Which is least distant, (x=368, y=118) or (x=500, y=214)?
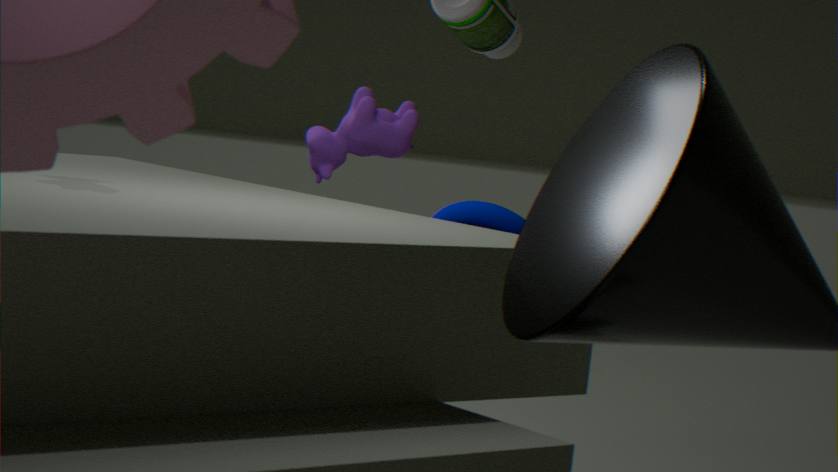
(x=500, y=214)
